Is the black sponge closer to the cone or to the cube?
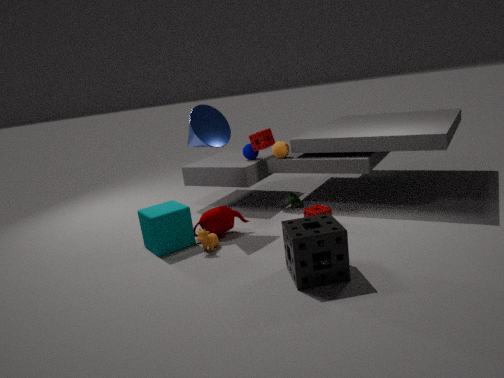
the cube
